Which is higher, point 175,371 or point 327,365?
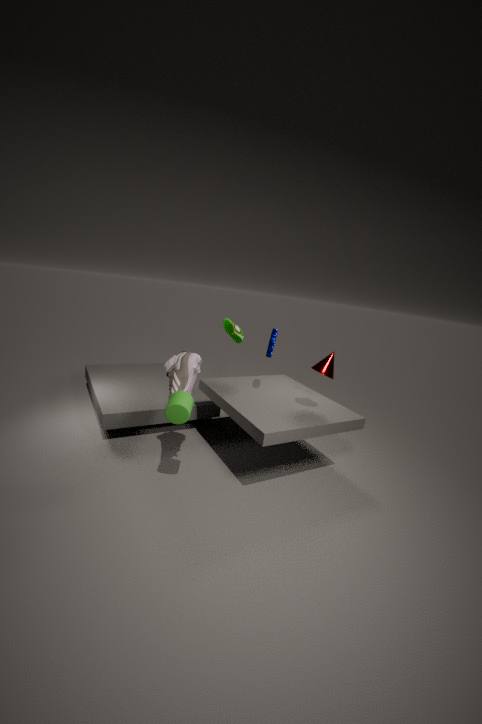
point 327,365
